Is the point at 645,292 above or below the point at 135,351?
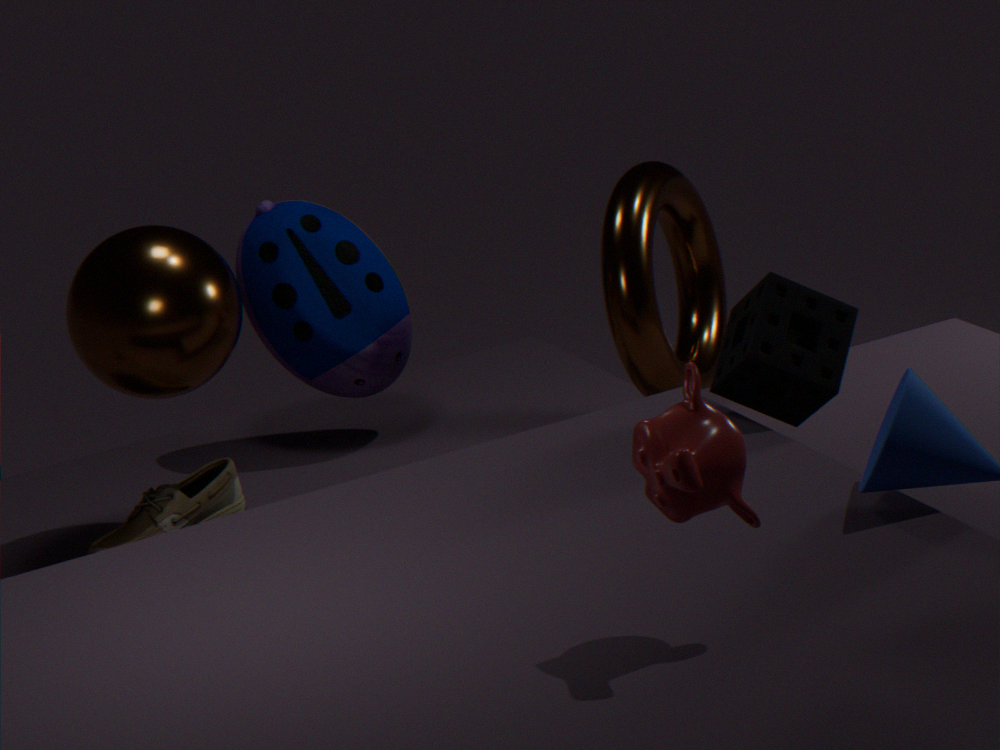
below
